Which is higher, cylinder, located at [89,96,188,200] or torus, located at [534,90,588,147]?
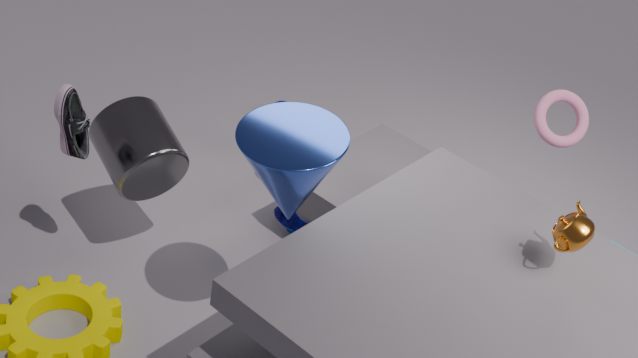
torus, located at [534,90,588,147]
